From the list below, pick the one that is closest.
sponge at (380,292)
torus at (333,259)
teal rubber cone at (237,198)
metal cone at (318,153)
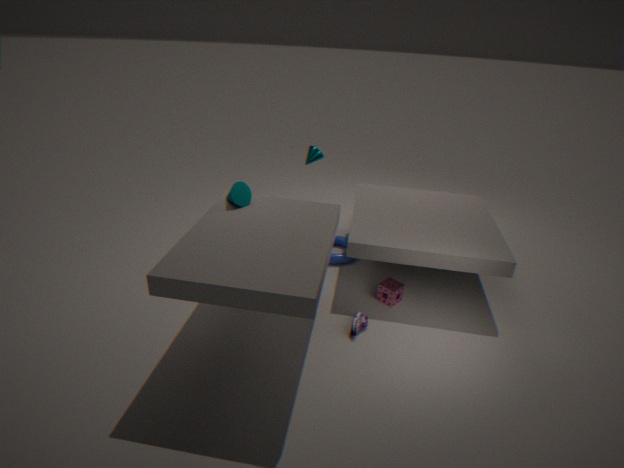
teal rubber cone at (237,198)
